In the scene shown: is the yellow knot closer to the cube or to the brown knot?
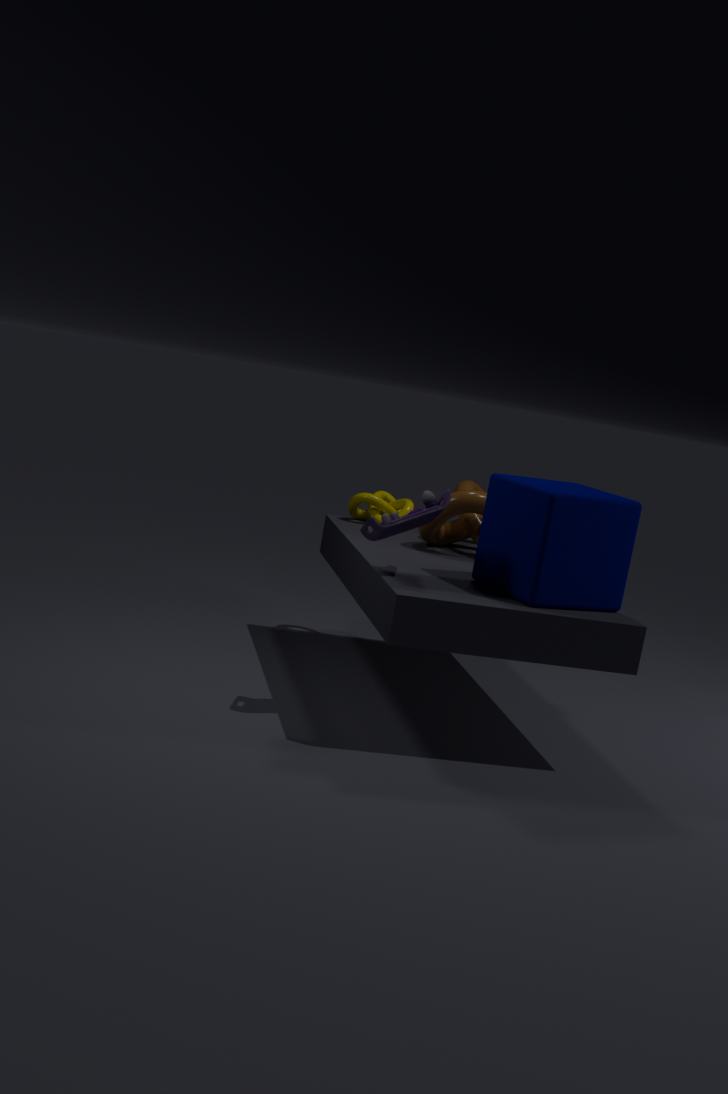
the brown knot
